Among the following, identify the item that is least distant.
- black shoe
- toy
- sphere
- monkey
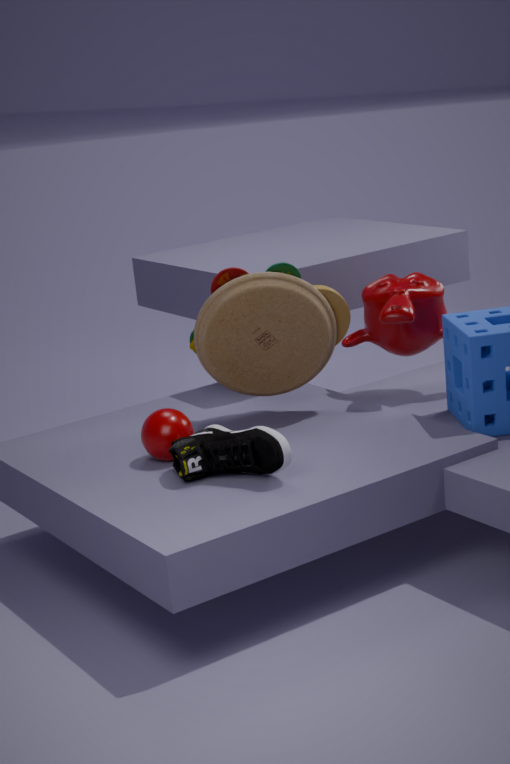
black shoe
